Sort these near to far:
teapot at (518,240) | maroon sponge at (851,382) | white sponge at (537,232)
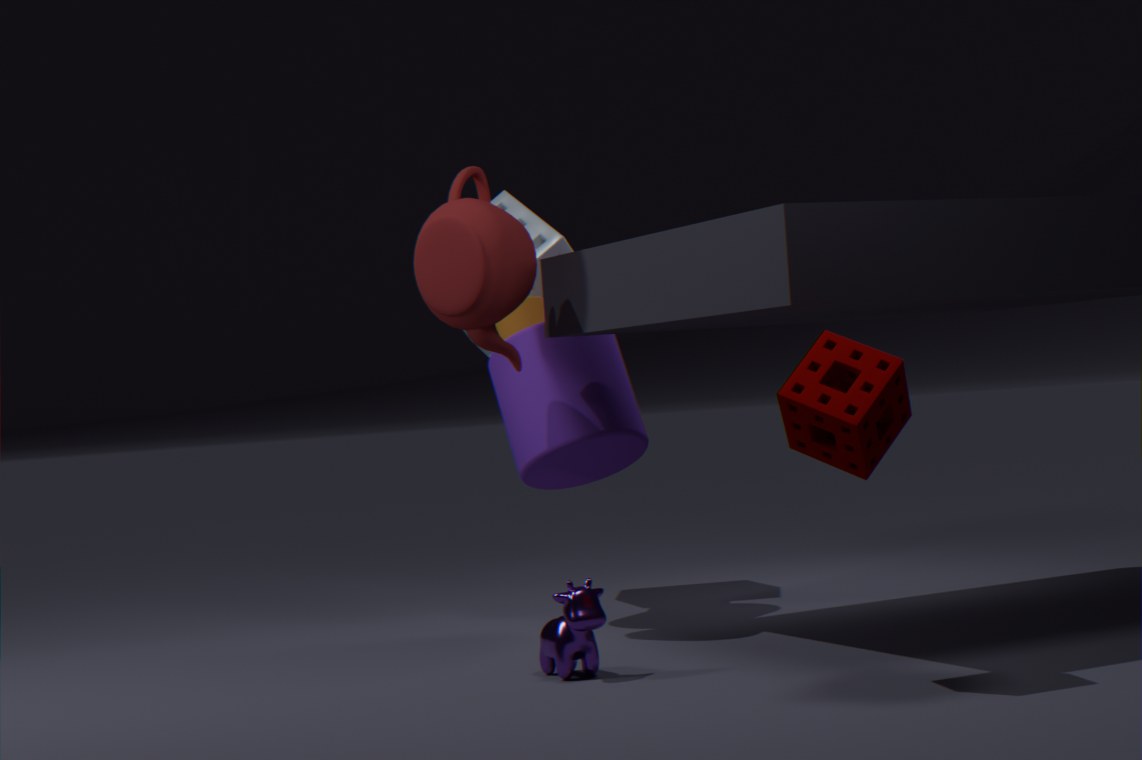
1. maroon sponge at (851,382)
2. teapot at (518,240)
3. white sponge at (537,232)
